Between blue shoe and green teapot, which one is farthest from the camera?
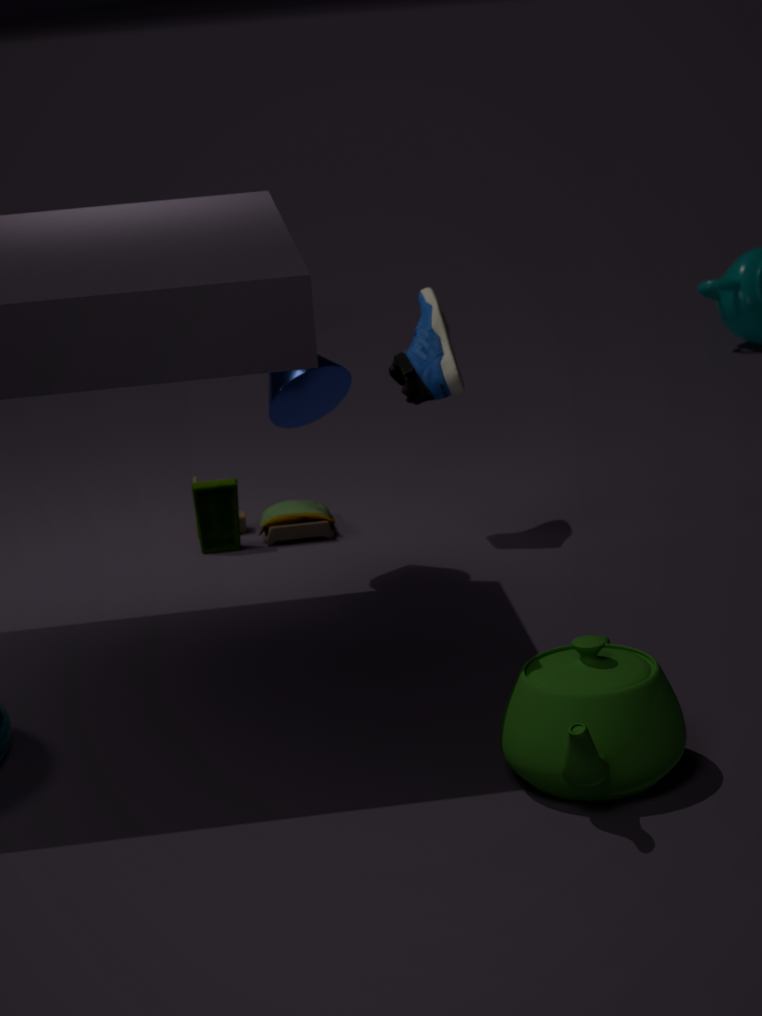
blue shoe
